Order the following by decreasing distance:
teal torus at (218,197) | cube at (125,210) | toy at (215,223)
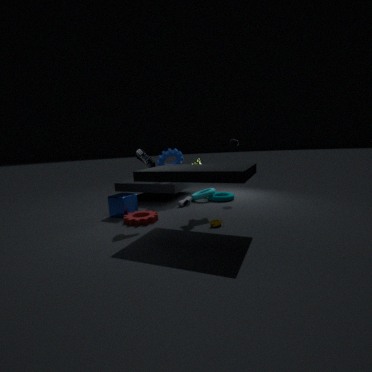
teal torus at (218,197)
cube at (125,210)
toy at (215,223)
